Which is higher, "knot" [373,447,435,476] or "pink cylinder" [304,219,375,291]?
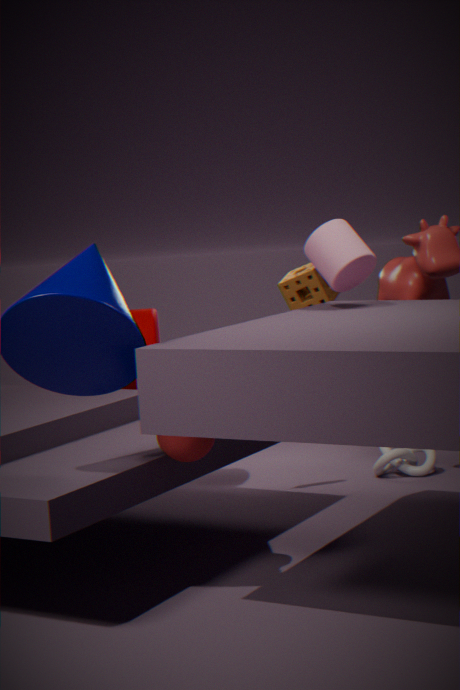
"pink cylinder" [304,219,375,291]
